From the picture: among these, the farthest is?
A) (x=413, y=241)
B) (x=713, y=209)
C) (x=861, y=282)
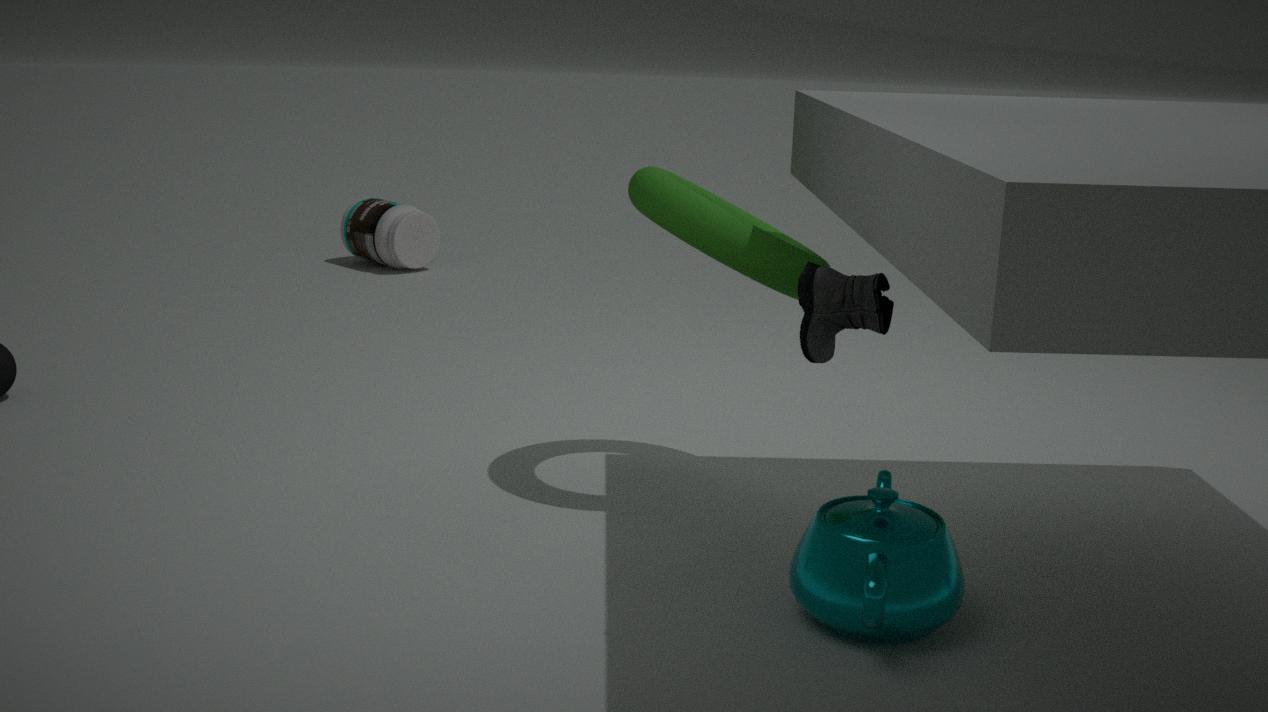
(x=413, y=241)
